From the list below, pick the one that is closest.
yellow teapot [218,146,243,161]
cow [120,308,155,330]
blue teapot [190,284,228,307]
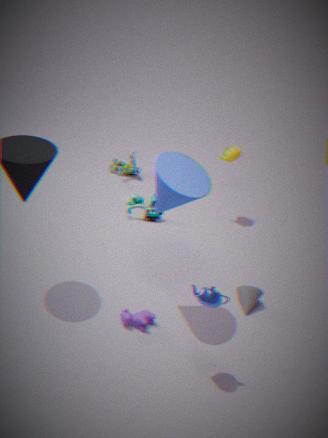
blue teapot [190,284,228,307]
